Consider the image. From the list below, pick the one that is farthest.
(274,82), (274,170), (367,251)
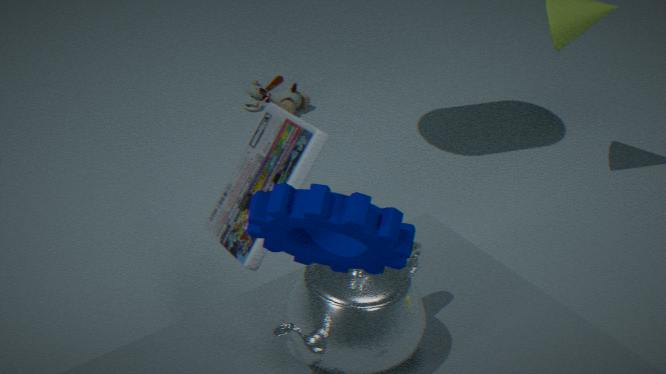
(274,82)
